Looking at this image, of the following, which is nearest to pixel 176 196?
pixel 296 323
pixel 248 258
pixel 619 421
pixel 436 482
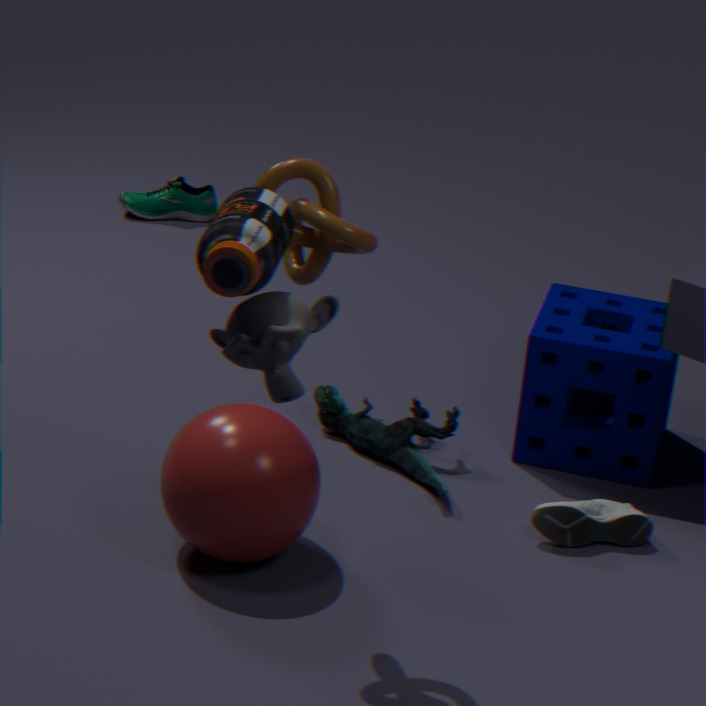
pixel 436 482
